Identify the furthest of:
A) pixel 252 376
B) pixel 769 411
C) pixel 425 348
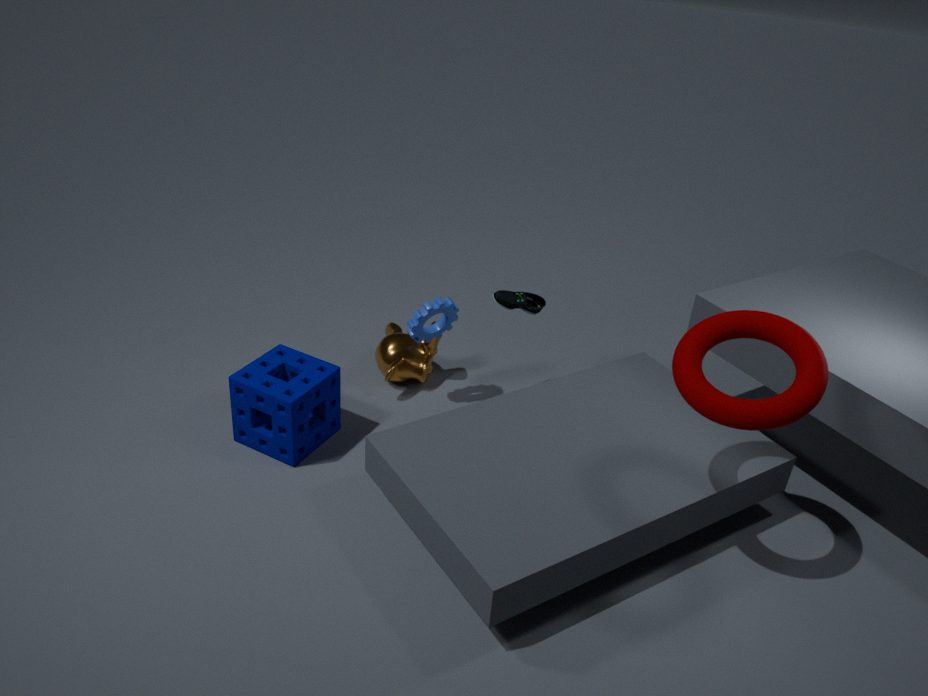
pixel 425 348
